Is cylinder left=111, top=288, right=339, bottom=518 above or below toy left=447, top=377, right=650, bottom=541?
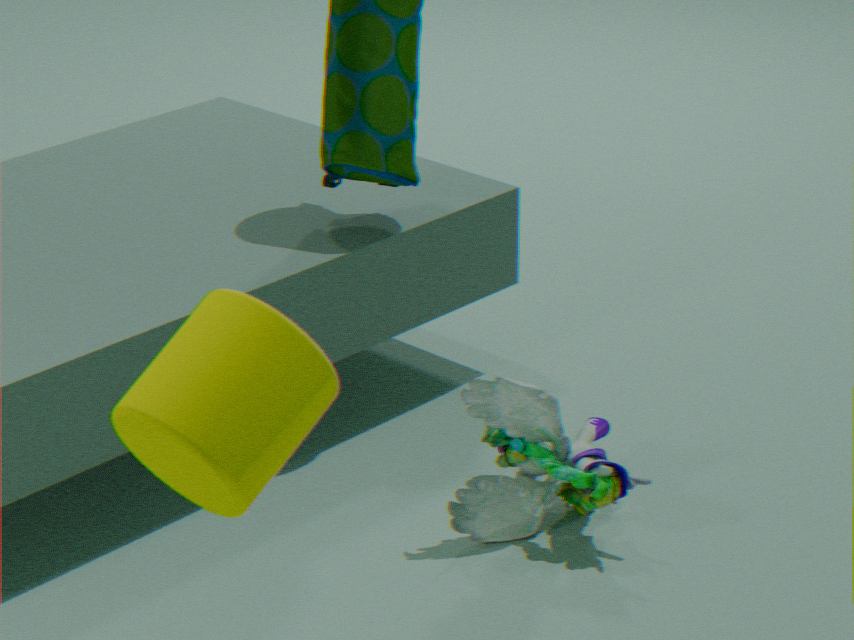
above
